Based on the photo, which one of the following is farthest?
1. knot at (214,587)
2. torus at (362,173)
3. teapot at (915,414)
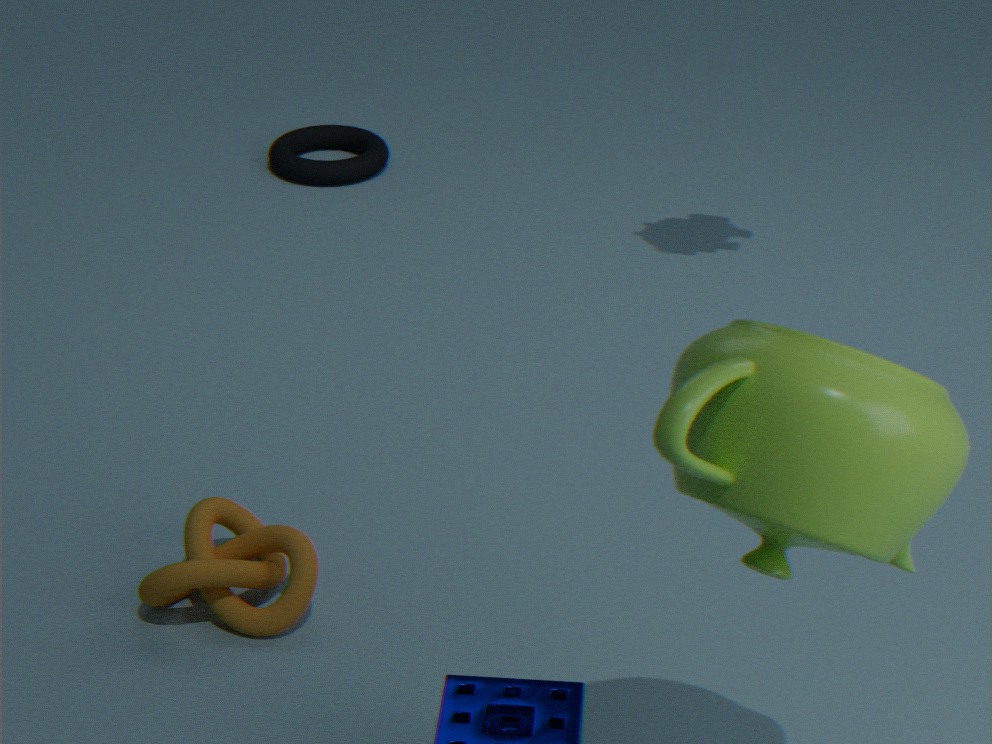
torus at (362,173)
